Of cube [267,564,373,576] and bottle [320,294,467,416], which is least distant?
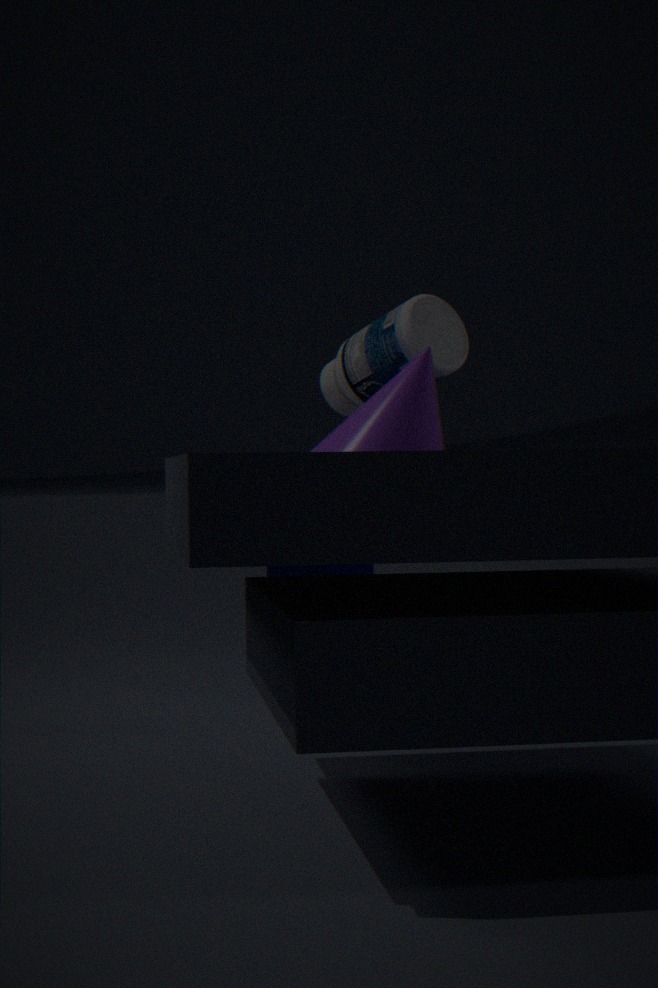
bottle [320,294,467,416]
